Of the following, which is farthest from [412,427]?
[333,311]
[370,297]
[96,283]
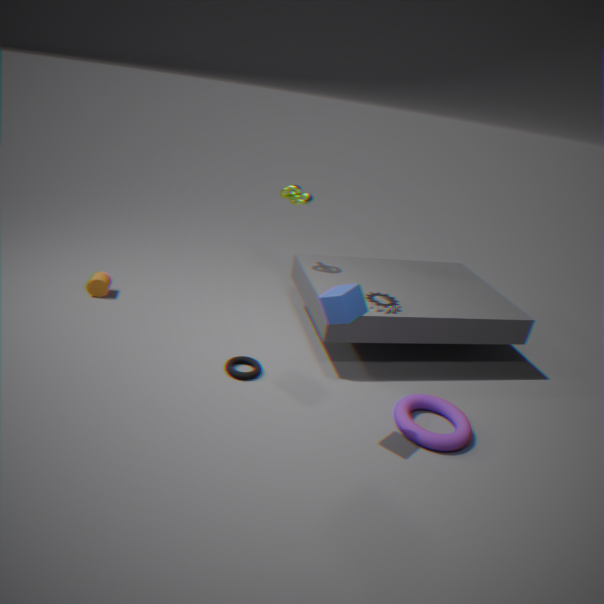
[96,283]
